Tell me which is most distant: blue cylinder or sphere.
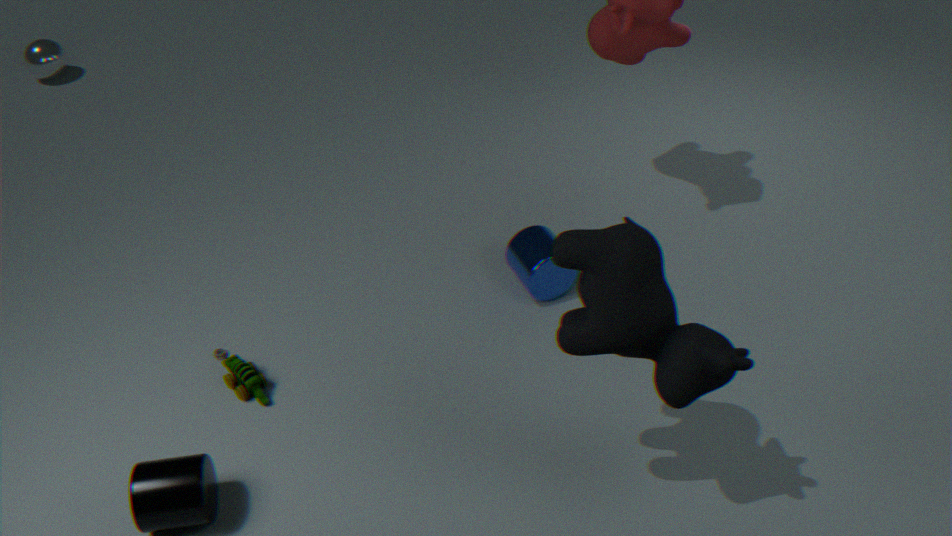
sphere
